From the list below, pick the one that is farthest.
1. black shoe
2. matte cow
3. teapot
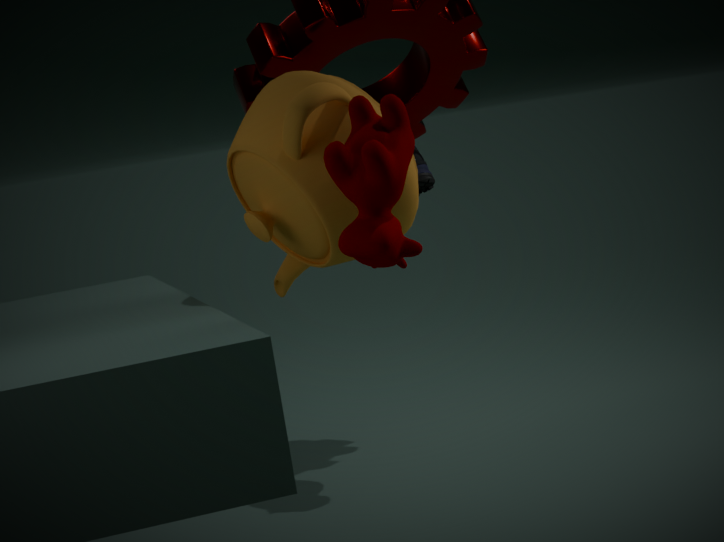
black shoe
